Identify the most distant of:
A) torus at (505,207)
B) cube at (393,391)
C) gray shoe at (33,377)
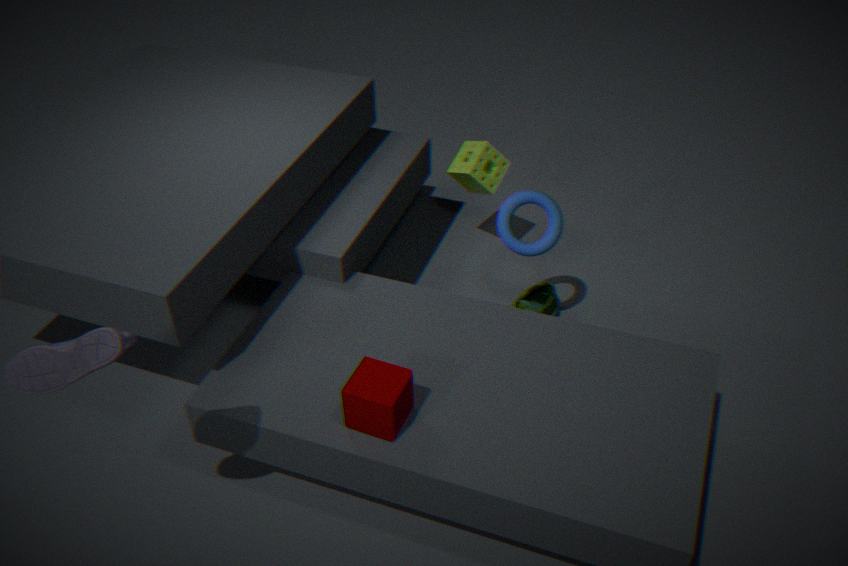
torus at (505,207)
